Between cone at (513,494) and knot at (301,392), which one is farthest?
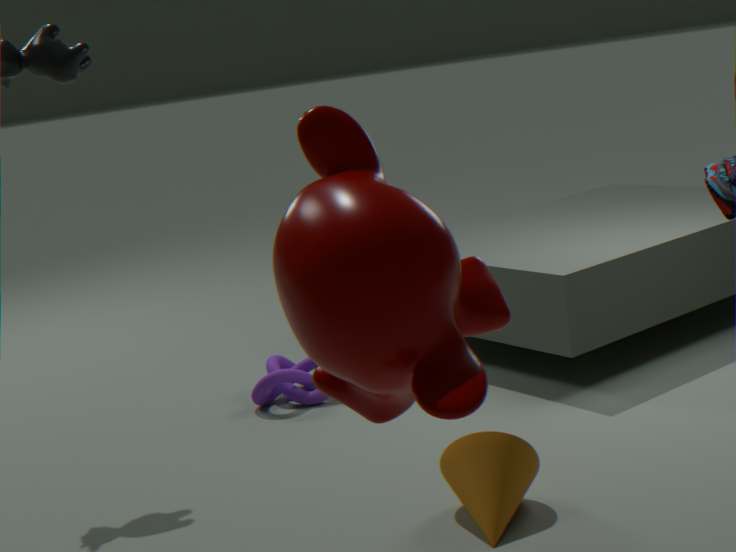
knot at (301,392)
